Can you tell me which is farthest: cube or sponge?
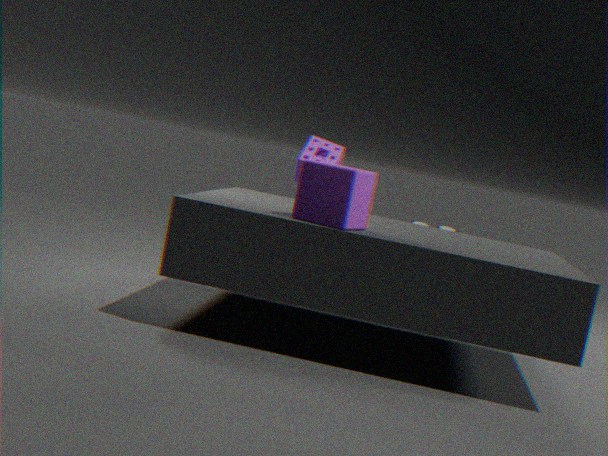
sponge
